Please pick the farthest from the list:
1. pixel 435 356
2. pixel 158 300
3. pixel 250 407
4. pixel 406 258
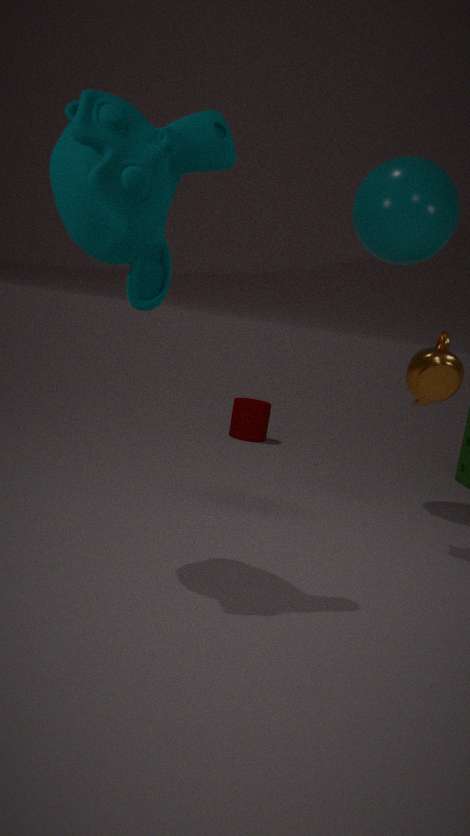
pixel 250 407
